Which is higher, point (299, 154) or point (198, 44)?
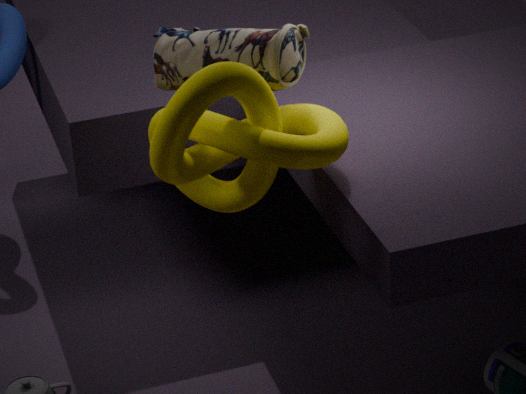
point (198, 44)
